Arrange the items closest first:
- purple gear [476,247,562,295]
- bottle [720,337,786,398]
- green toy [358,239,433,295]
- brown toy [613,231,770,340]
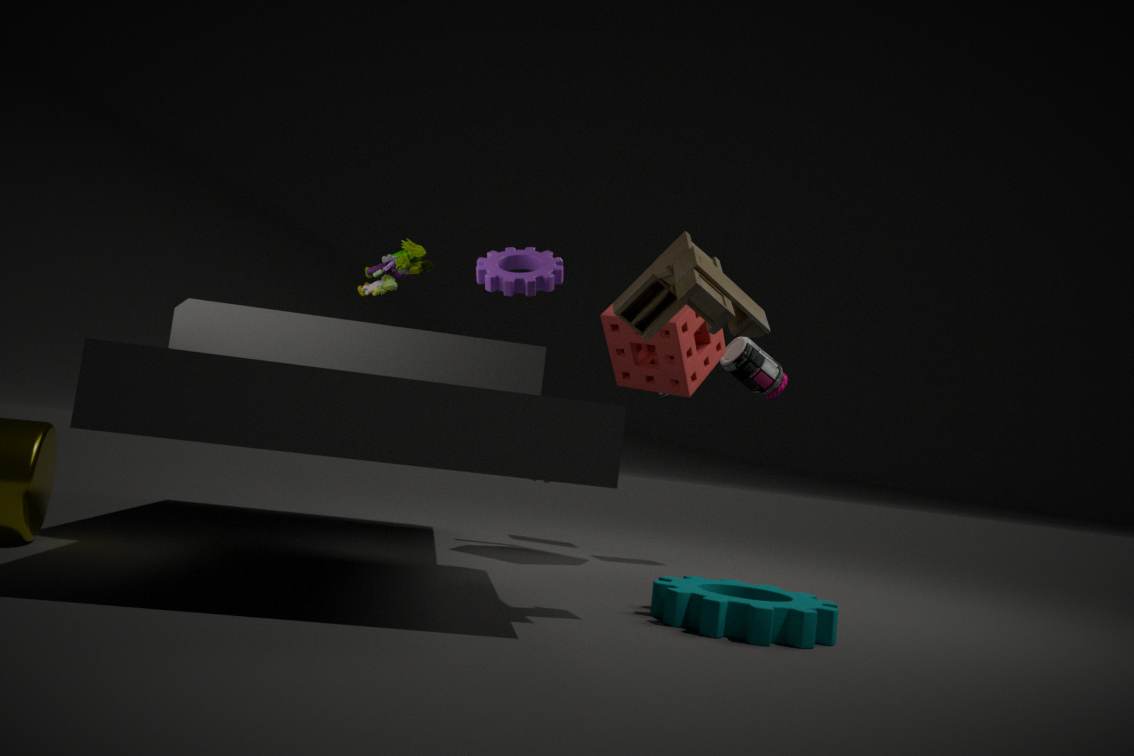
brown toy [613,231,770,340]
purple gear [476,247,562,295]
green toy [358,239,433,295]
bottle [720,337,786,398]
